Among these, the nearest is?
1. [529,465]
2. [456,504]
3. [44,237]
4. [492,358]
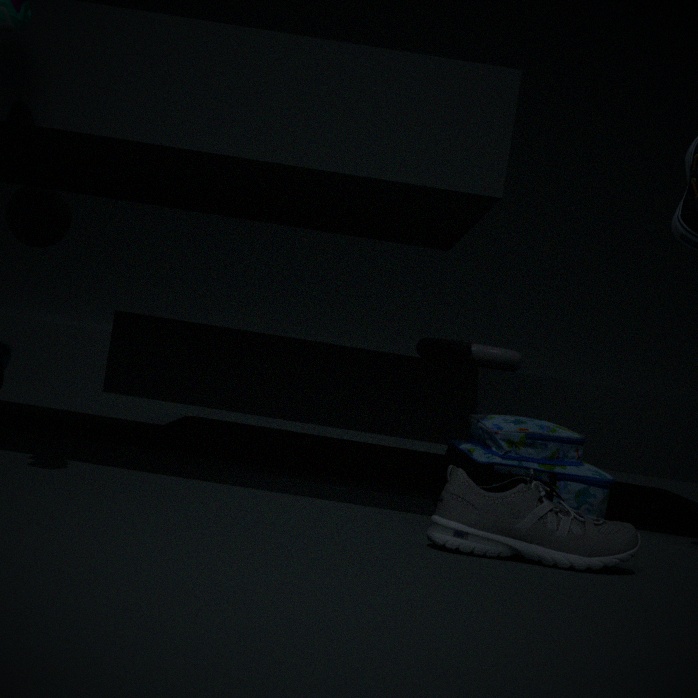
[456,504]
